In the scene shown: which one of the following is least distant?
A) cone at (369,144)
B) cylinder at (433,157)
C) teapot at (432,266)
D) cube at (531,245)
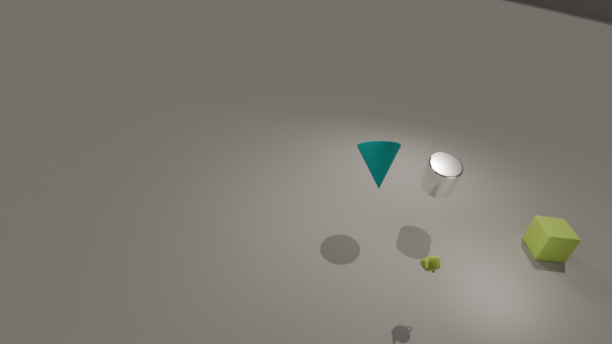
teapot at (432,266)
